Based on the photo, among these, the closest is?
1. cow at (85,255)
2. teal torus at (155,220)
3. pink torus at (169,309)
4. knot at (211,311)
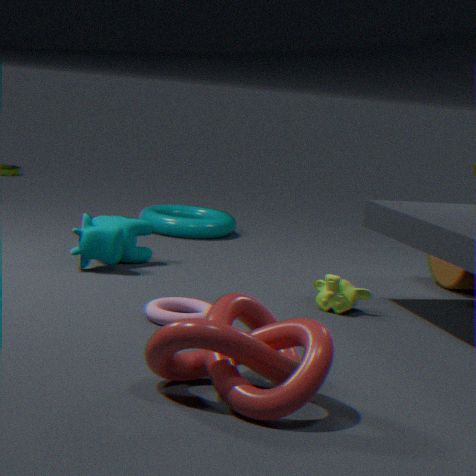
knot at (211,311)
